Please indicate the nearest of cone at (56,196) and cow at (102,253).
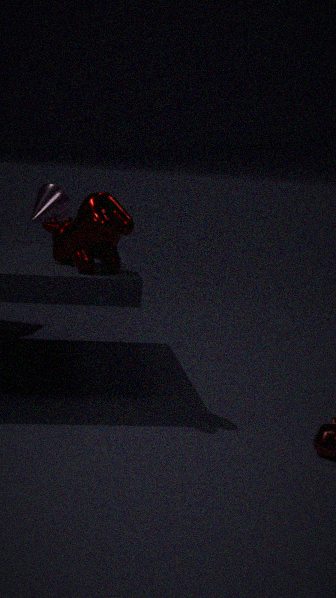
cow at (102,253)
